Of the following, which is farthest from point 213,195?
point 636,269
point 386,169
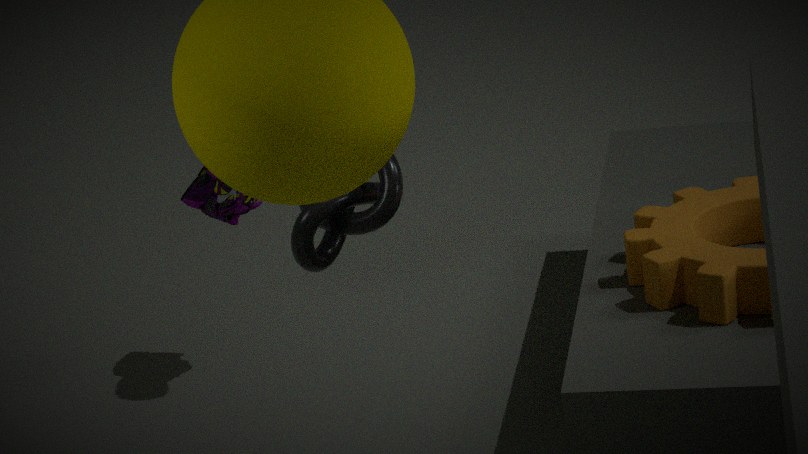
point 636,269
